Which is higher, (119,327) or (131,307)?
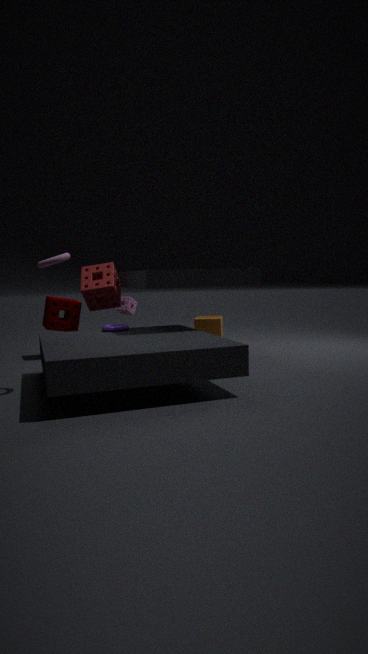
(131,307)
